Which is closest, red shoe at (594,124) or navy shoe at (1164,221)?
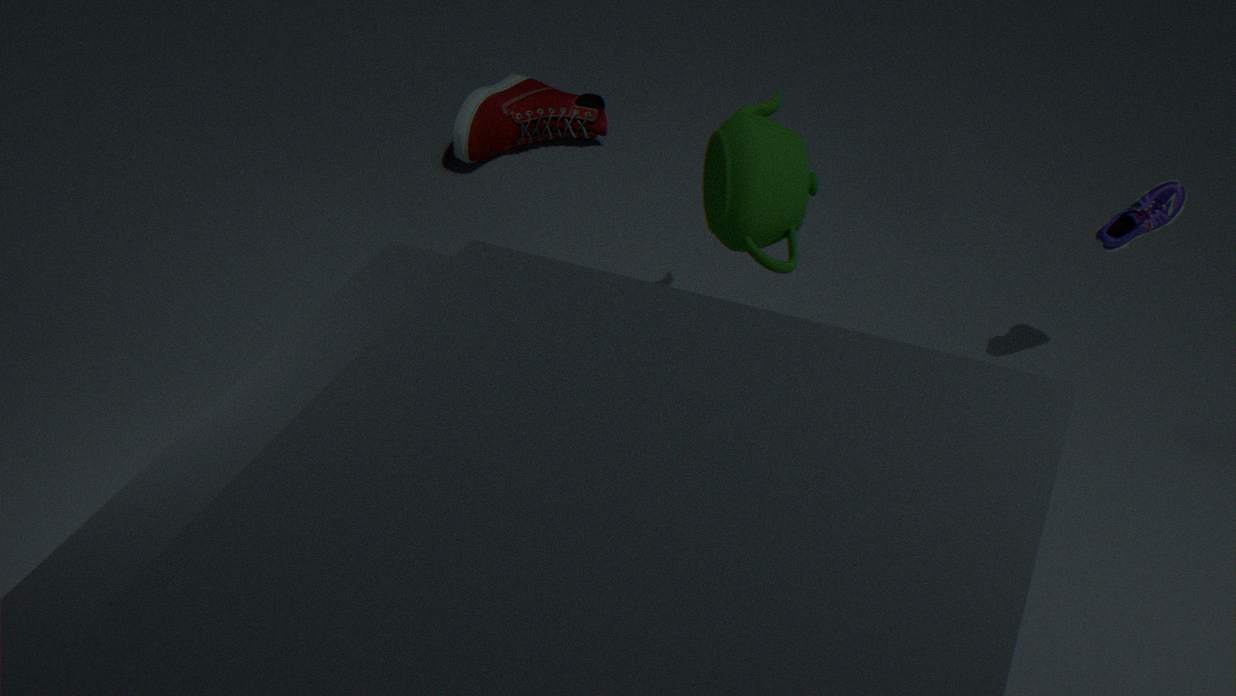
A: navy shoe at (1164,221)
